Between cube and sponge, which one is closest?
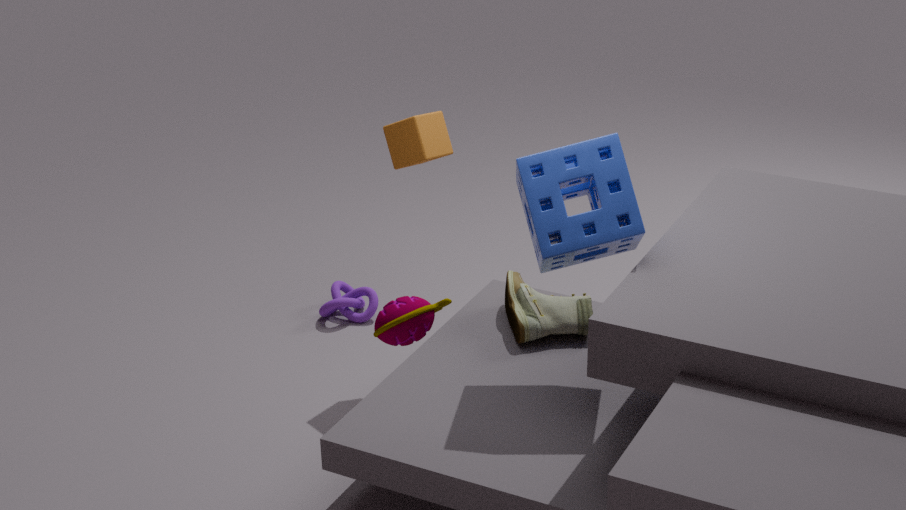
sponge
